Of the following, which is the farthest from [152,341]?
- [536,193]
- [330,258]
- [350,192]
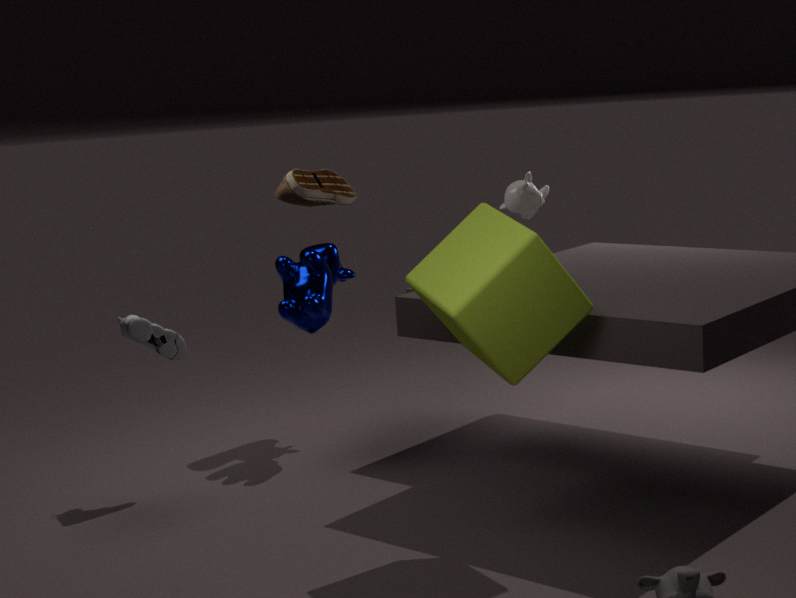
[536,193]
